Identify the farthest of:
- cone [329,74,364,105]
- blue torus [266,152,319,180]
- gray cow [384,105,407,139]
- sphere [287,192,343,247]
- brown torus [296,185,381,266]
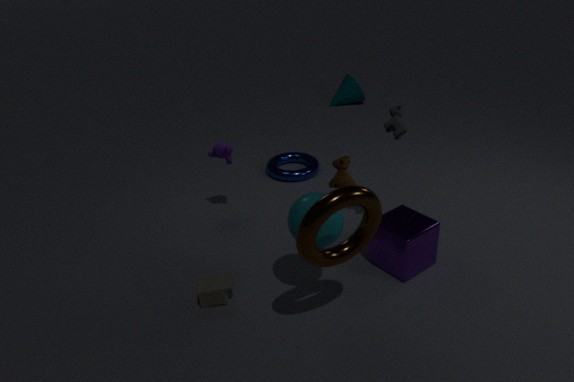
cone [329,74,364,105]
